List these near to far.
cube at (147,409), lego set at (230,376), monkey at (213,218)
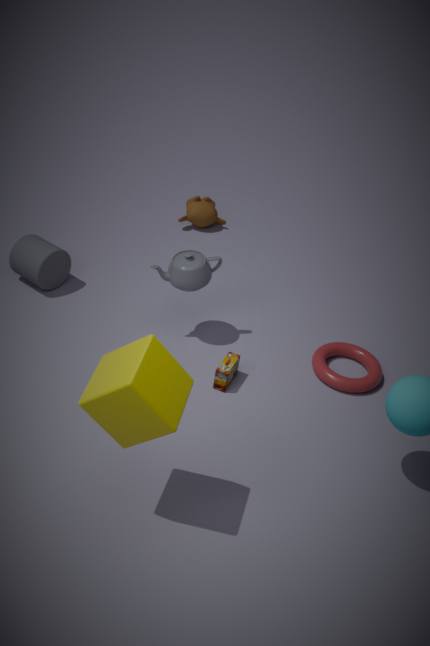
cube at (147,409), lego set at (230,376), monkey at (213,218)
